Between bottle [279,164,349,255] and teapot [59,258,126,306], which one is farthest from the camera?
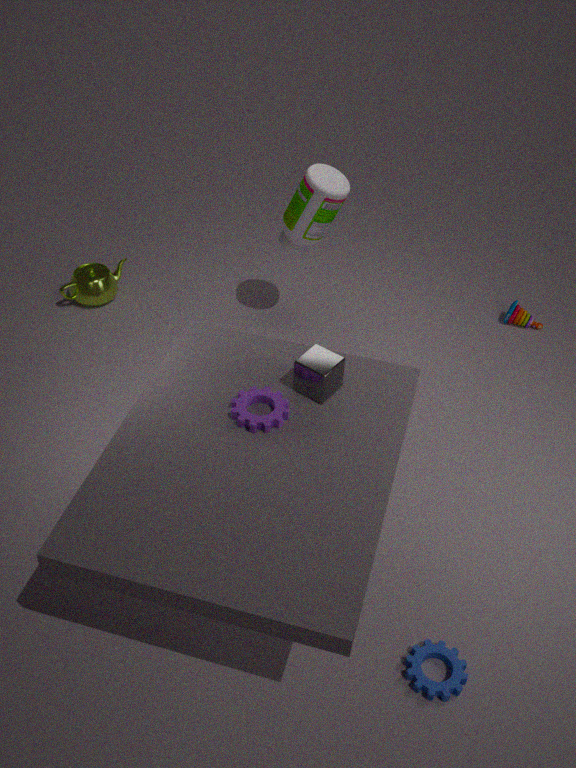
teapot [59,258,126,306]
